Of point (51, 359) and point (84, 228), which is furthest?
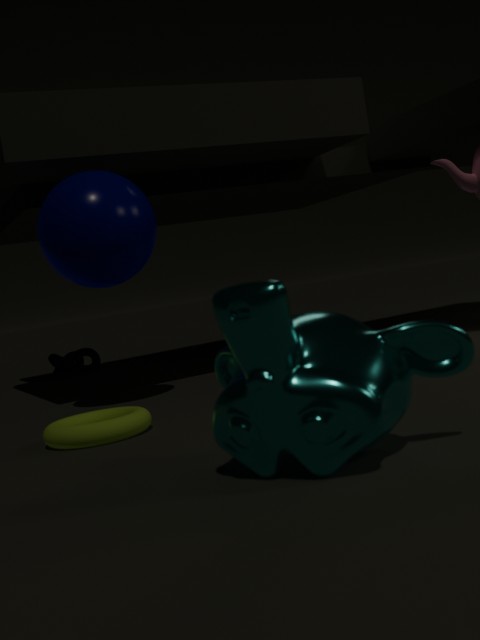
point (51, 359)
